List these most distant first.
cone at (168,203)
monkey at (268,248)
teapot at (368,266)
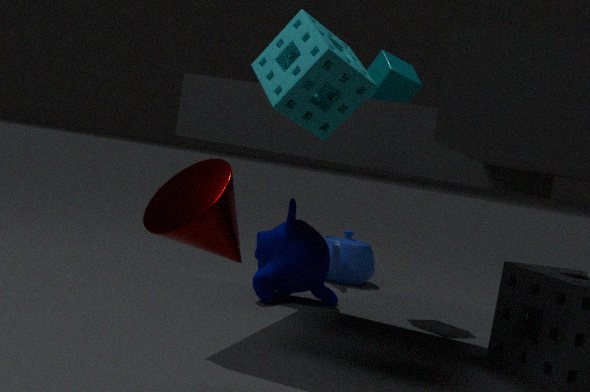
1. teapot at (368,266)
2. monkey at (268,248)
3. cone at (168,203)
